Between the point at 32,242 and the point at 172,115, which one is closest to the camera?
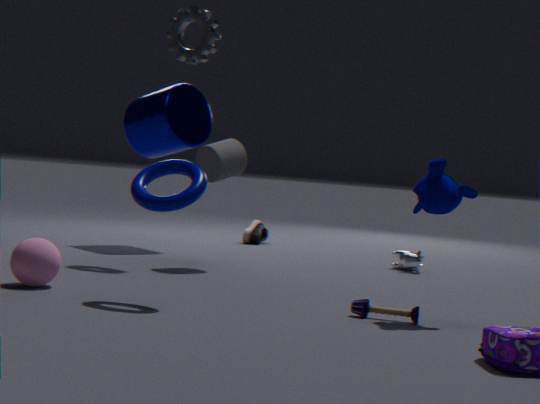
the point at 32,242
